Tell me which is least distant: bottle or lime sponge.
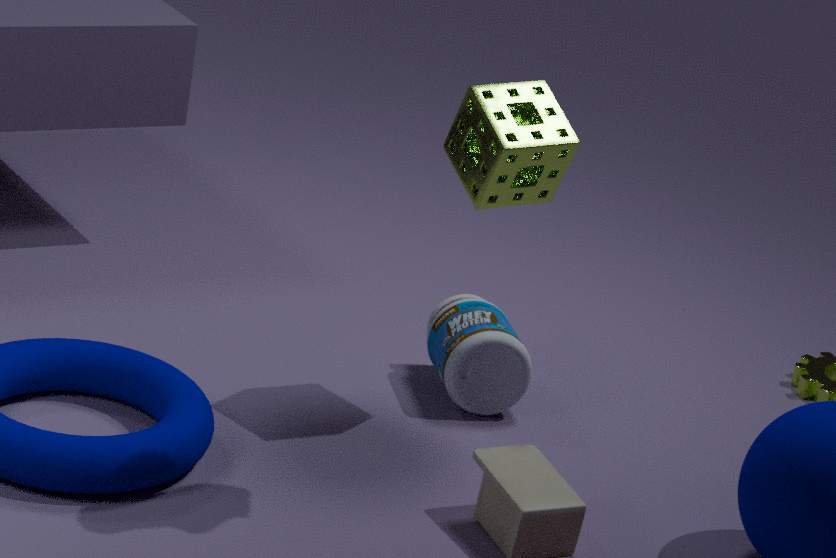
lime sponge
